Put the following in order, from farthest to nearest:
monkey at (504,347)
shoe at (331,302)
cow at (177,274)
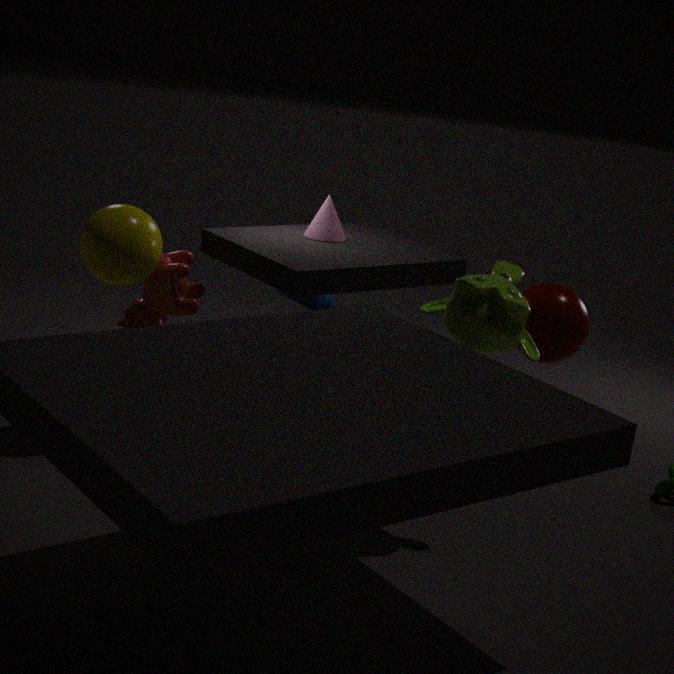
shoe at (331,302) → cow at (177,274) → monkey at (504,347)
